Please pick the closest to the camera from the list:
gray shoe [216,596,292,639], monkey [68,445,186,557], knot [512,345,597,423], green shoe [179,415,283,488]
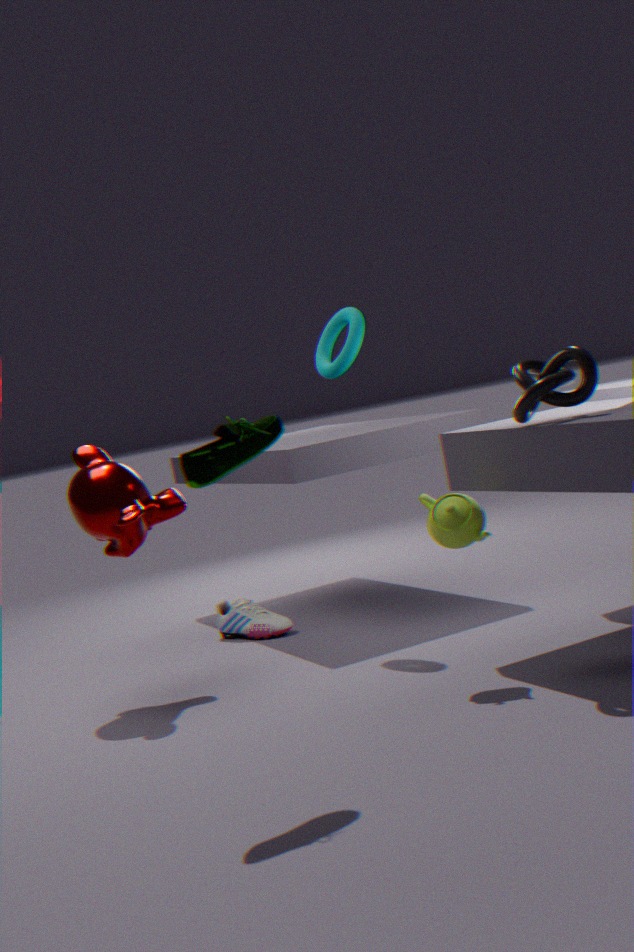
green shoe [179,415,283,488]
